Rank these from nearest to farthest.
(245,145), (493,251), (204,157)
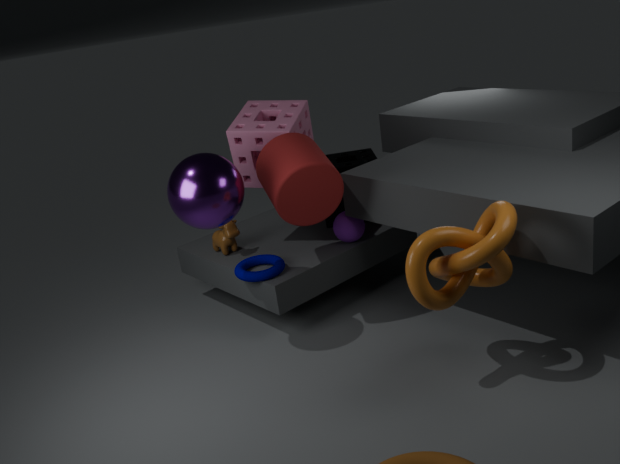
1. (493,251)
2. (204,157)
3. (245,145)
